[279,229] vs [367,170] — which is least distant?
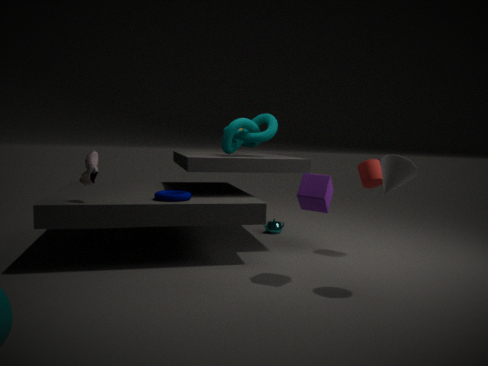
[367,170]
